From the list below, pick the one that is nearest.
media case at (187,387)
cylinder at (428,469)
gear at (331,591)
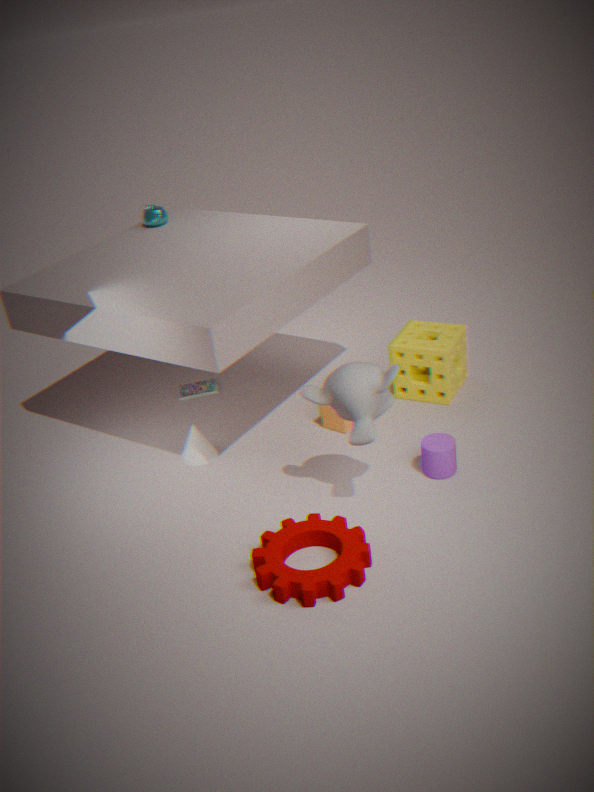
gear at (331,591)
